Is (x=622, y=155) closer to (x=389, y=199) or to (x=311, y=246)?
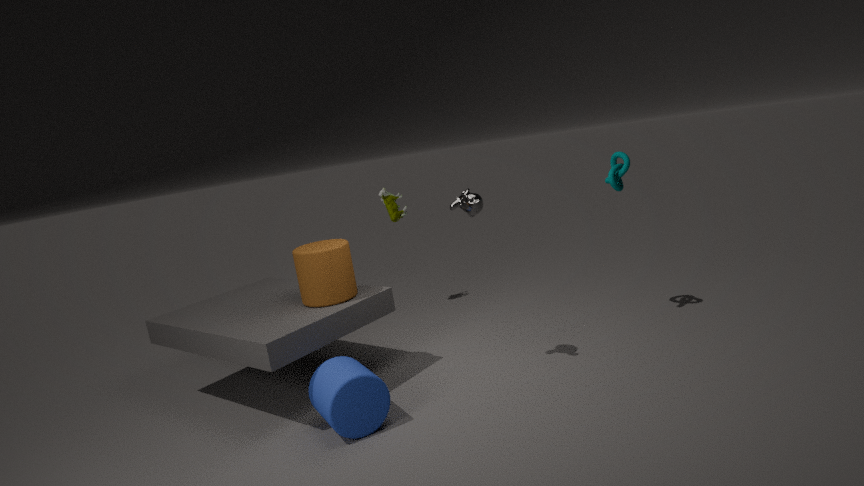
(x=389, y=199)
